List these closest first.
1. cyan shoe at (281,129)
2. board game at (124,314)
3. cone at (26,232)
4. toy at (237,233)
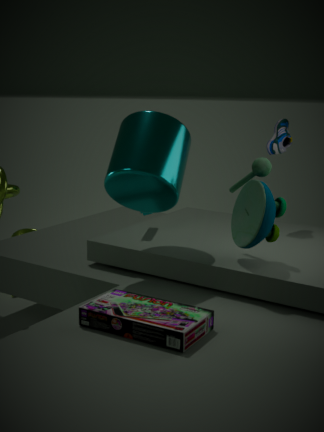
board game at (124,314) → toy at (237,233) → cyan shoe at (281,129) → cone at (26,232)
